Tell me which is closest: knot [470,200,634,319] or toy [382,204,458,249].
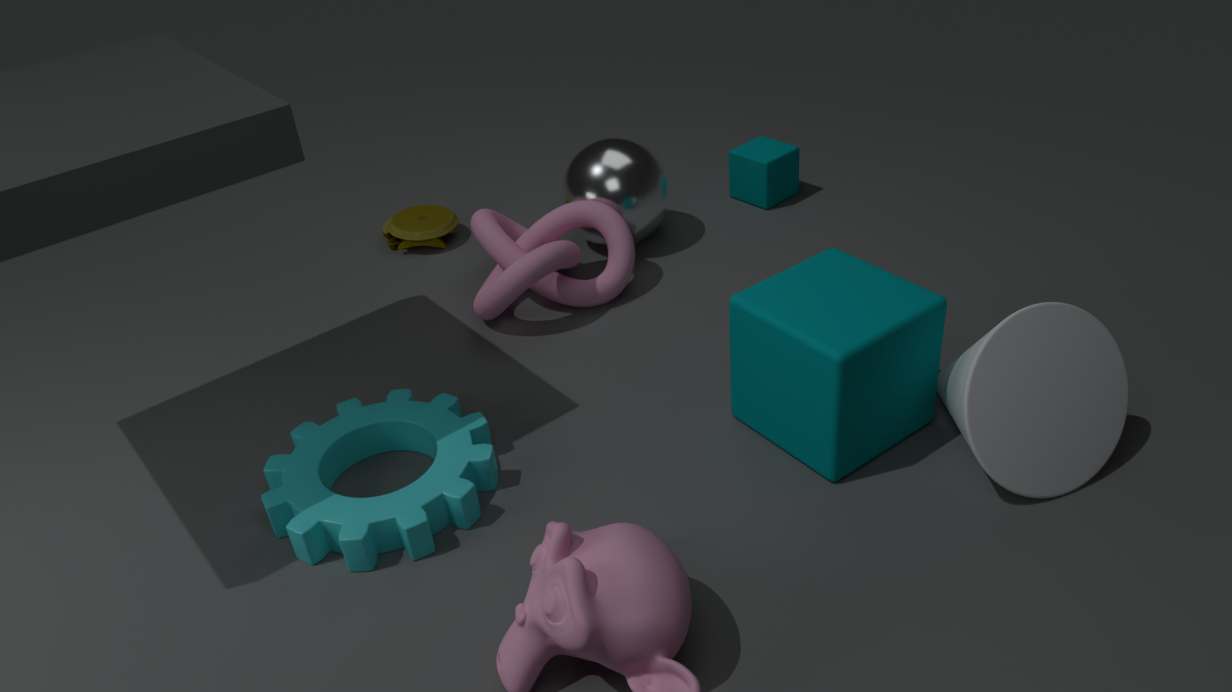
knot [470,200,634,319]
